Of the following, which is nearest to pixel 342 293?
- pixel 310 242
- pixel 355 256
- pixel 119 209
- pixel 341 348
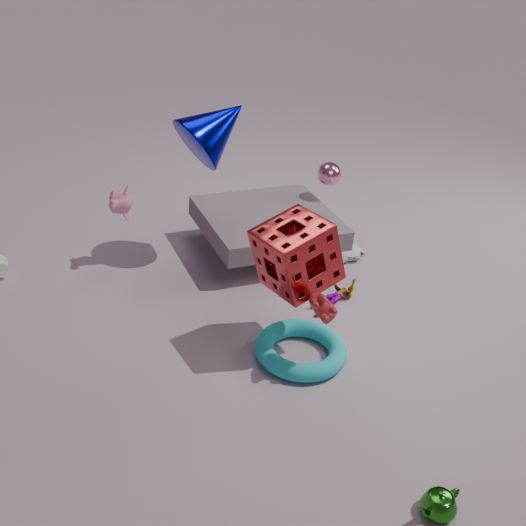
pixel 355 256
